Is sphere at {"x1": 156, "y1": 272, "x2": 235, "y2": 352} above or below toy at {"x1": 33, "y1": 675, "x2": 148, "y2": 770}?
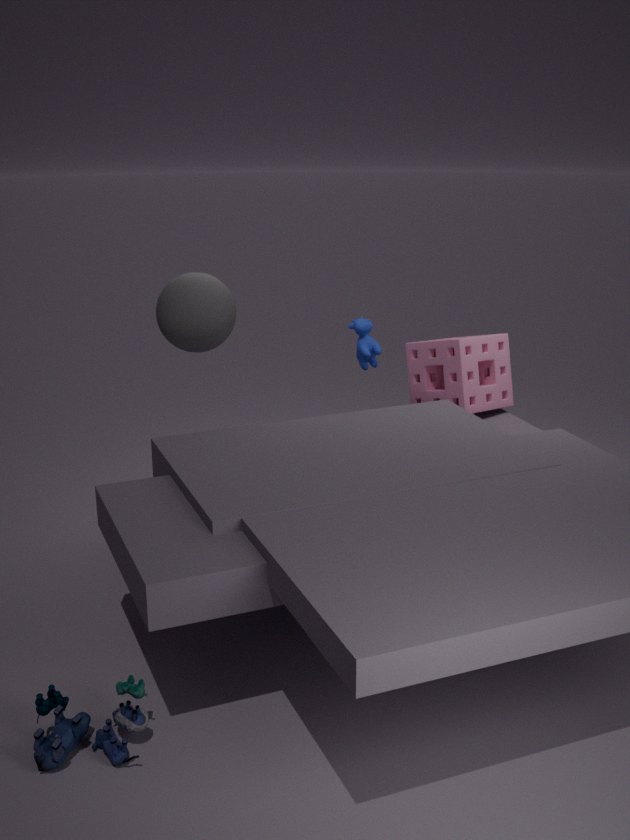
above
